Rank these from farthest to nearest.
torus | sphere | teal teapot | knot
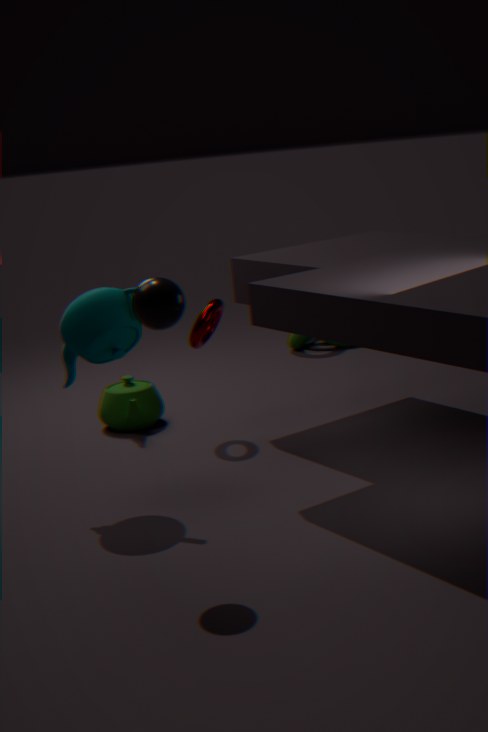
1. knot
2. torus
3. teal teapot
4. sphere
